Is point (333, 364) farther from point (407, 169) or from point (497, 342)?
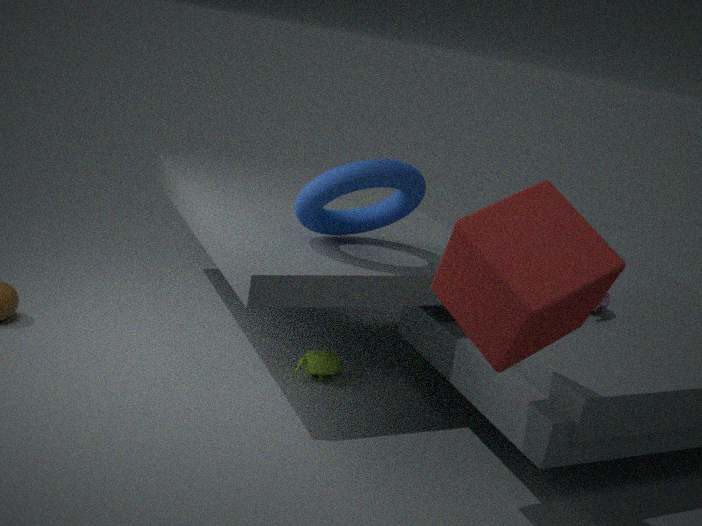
point (497, 342)
